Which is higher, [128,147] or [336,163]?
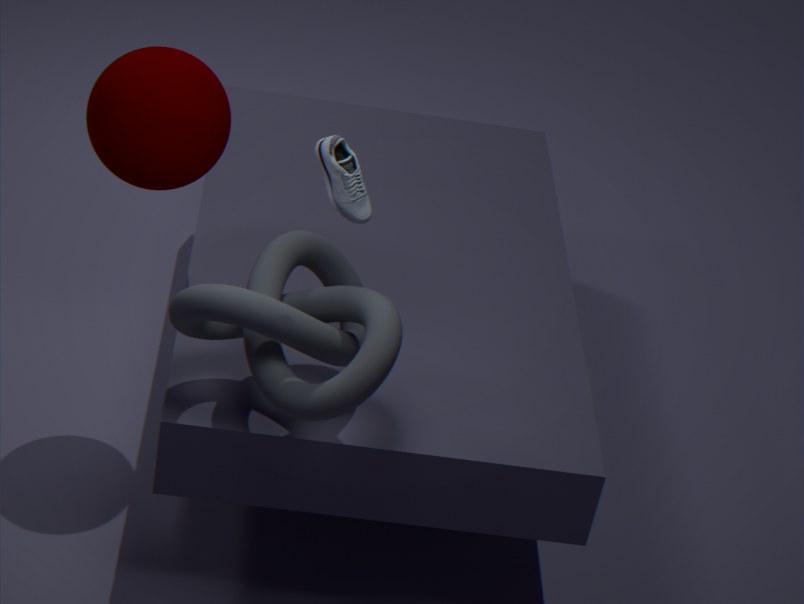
[336,163]
